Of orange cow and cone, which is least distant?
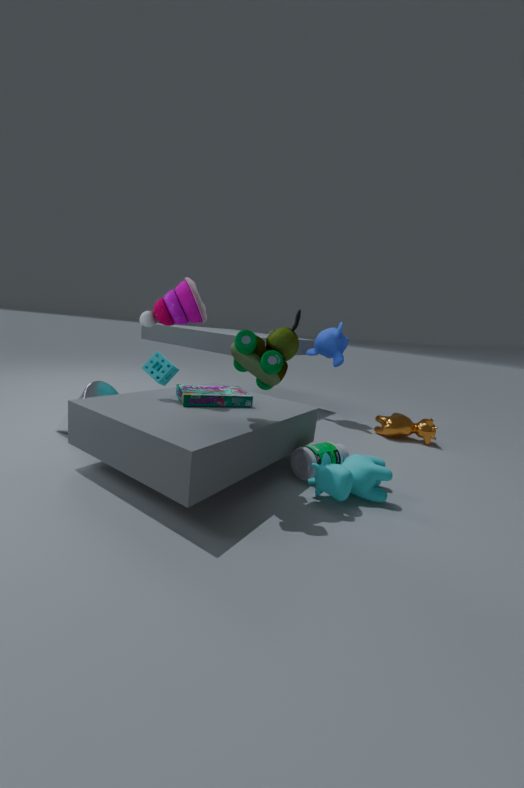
cone
